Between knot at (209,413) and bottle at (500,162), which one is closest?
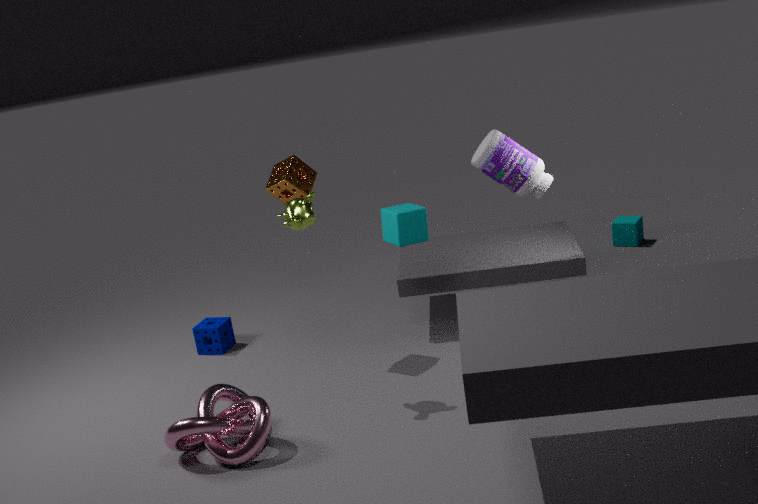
knot at (209,413)
